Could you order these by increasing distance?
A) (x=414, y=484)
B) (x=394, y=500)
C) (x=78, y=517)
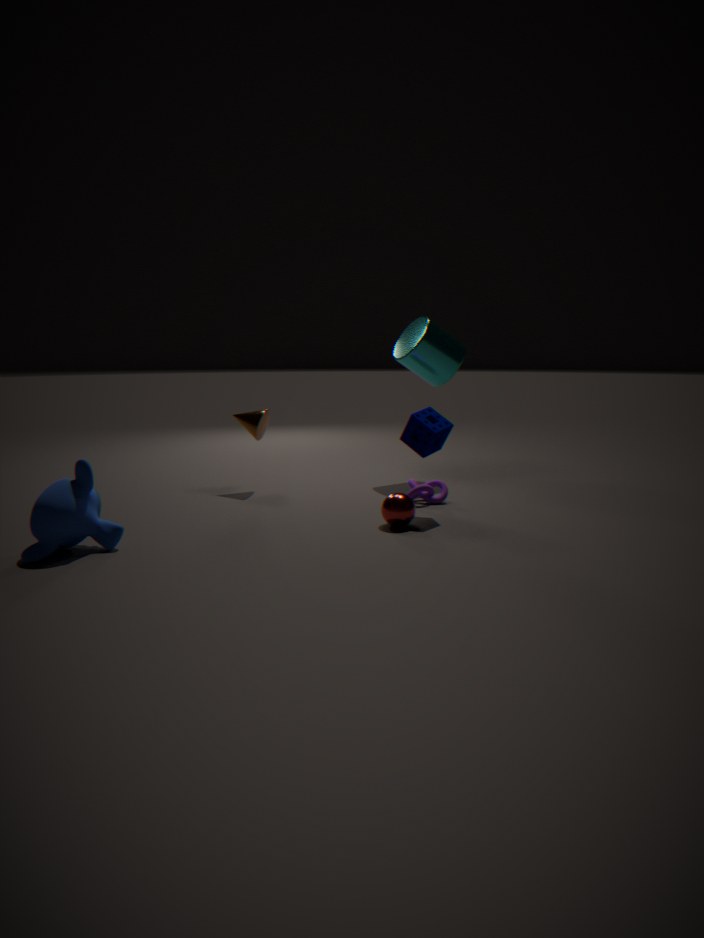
(x=78, y=517)
(x=394, y=500)
(x=414, y=484)
